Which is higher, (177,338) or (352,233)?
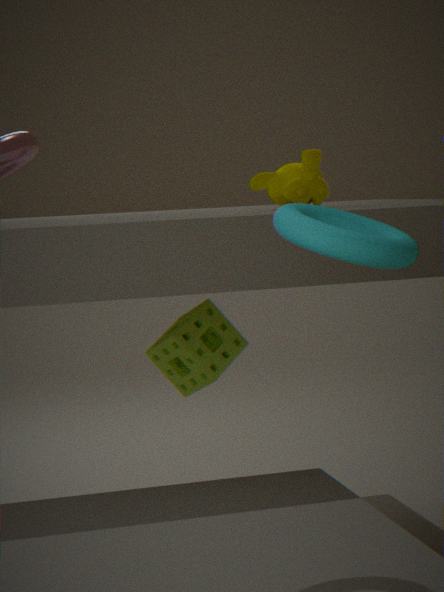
(352,233)
